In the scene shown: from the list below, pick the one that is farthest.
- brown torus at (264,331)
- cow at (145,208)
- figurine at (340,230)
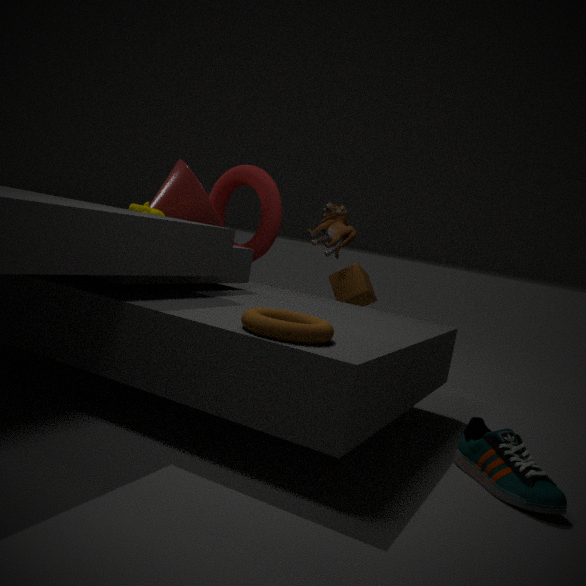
figurine at (340,230)
